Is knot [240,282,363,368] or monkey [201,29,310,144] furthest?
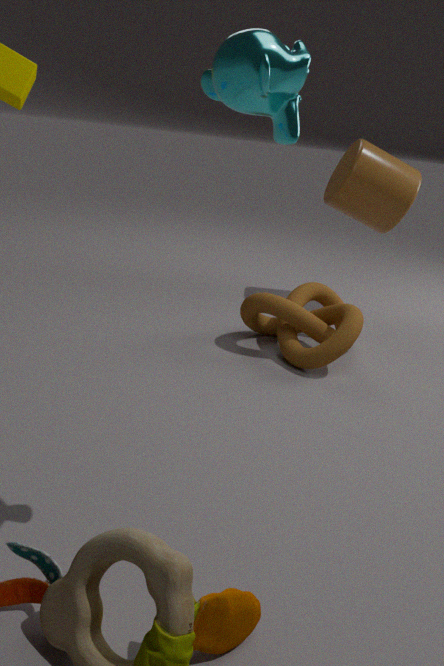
knot [240,282,363,368]
